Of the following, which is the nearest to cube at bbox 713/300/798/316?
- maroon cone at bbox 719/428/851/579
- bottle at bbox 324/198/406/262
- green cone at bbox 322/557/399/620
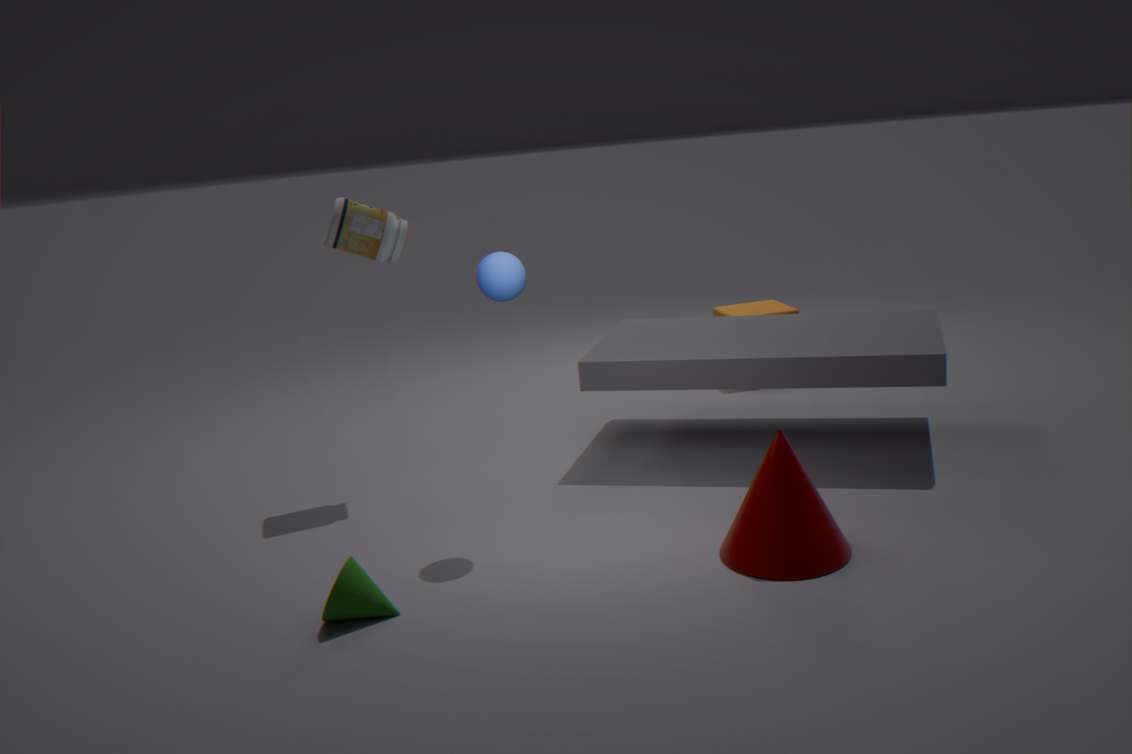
bottle at bbox 324/198/406/262
